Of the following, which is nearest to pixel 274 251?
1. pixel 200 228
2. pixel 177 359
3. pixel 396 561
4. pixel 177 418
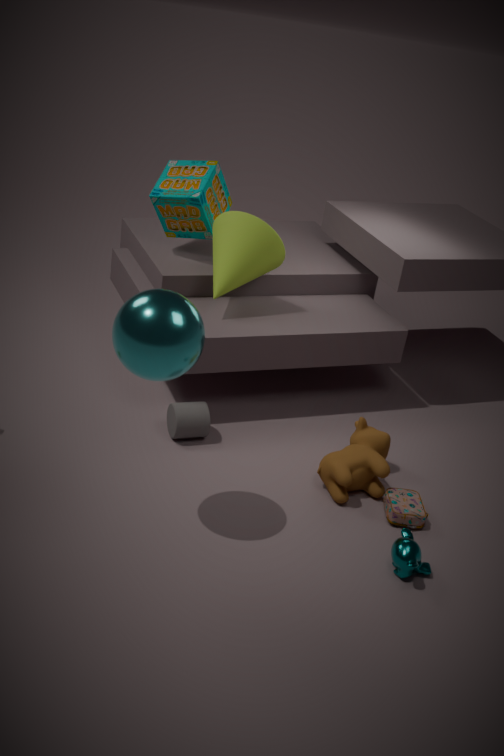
pixel 200 228
